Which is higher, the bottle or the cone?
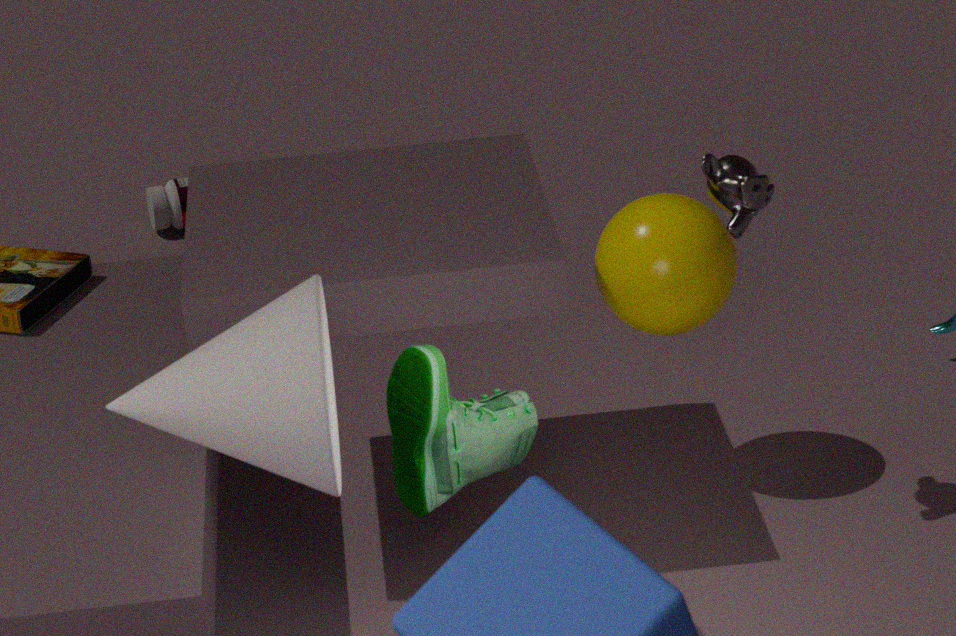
the cone
